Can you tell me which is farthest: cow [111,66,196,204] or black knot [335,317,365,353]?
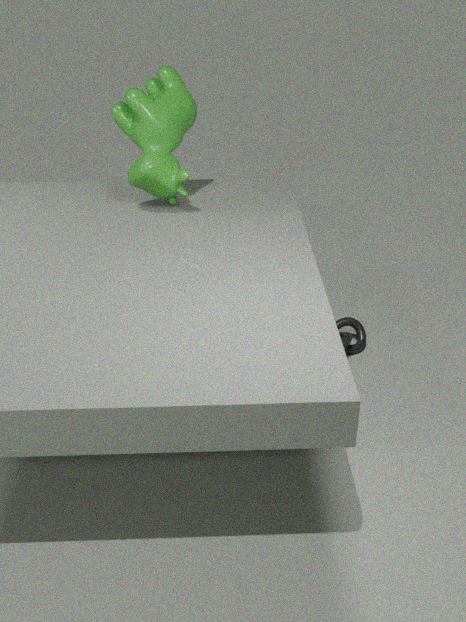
black knot [335,317,365,353]
